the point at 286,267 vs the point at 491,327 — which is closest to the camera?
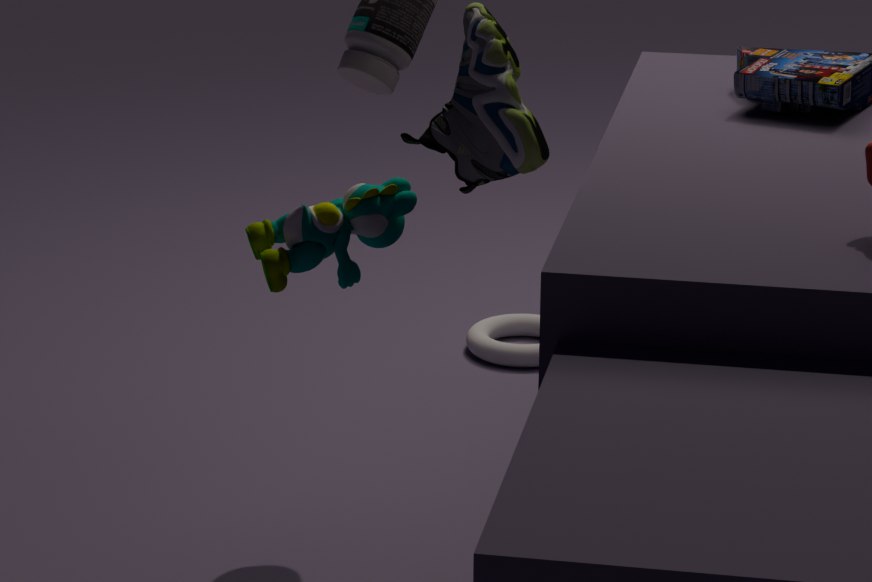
the point at 286,267
